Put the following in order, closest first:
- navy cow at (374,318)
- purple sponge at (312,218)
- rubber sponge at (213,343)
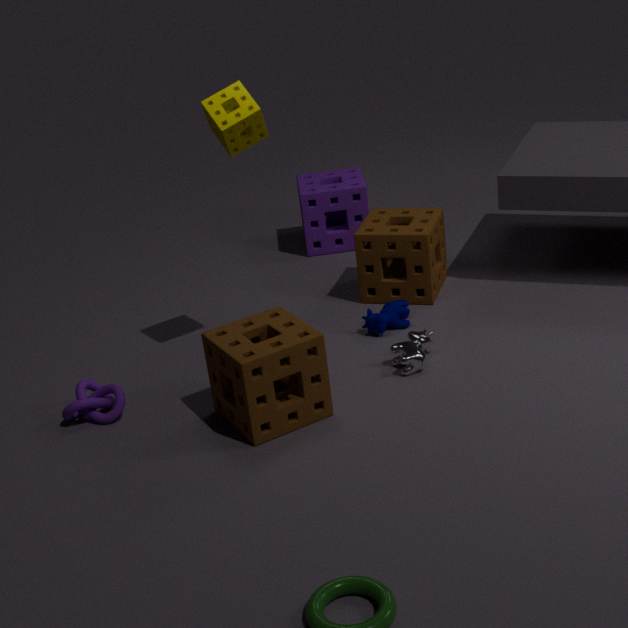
rubber sponge at (213,343), navy cow at (374,318), purple sponge at (312,218)
